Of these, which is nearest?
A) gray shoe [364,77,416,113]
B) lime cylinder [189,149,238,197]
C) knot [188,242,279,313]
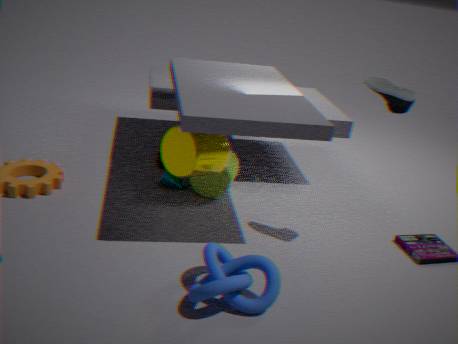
knot [188,242,279,313]
